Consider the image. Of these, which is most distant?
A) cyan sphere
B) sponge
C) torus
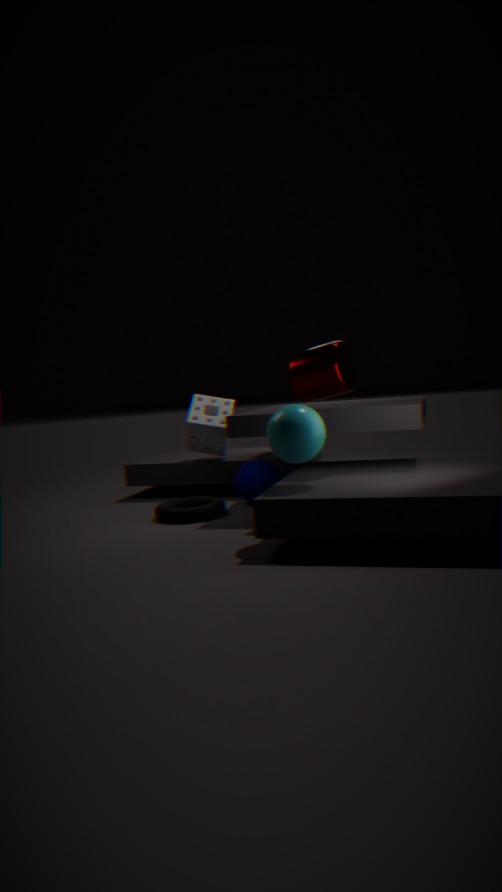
sponge
